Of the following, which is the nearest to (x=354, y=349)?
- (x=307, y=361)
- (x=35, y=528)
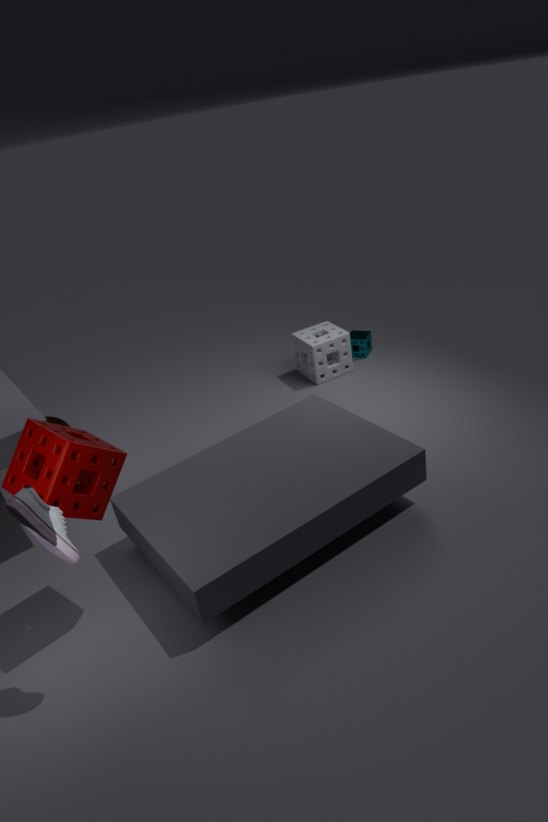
(x=307, y=361)
